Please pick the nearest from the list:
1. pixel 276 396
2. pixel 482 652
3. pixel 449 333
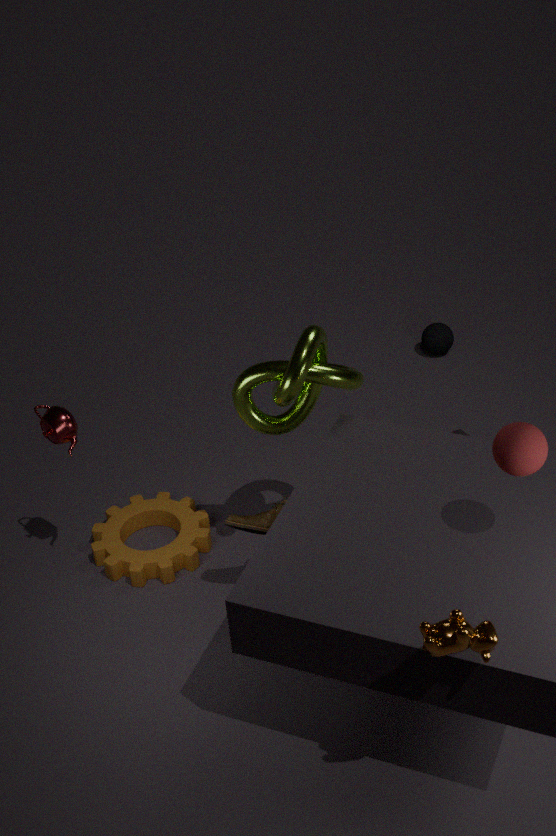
pixel 482 652
